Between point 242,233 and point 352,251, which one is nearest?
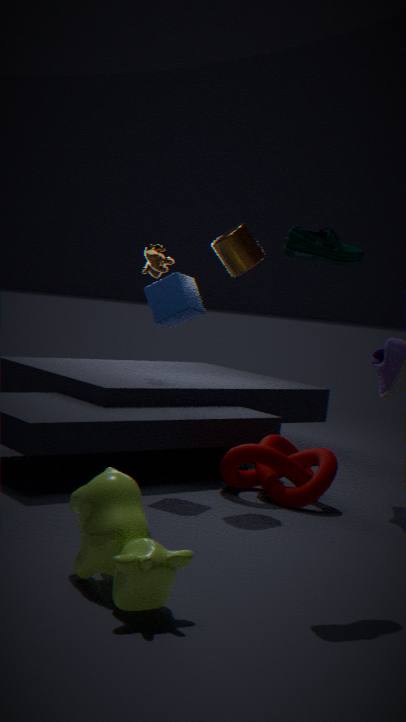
point 352,251
